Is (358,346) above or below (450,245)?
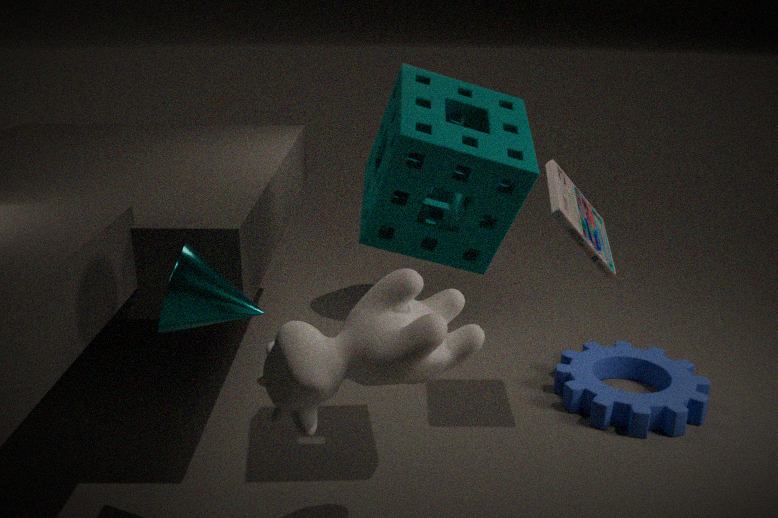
below
